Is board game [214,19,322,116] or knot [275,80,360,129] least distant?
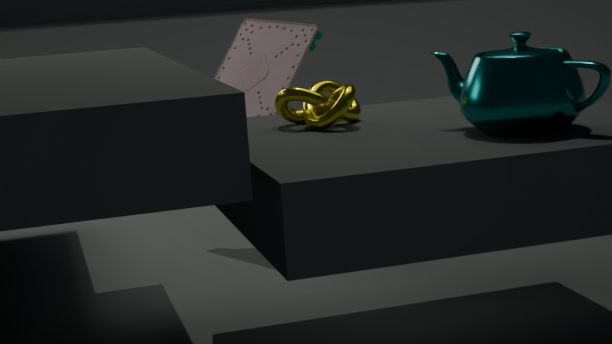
knot [275,80,360,129]
